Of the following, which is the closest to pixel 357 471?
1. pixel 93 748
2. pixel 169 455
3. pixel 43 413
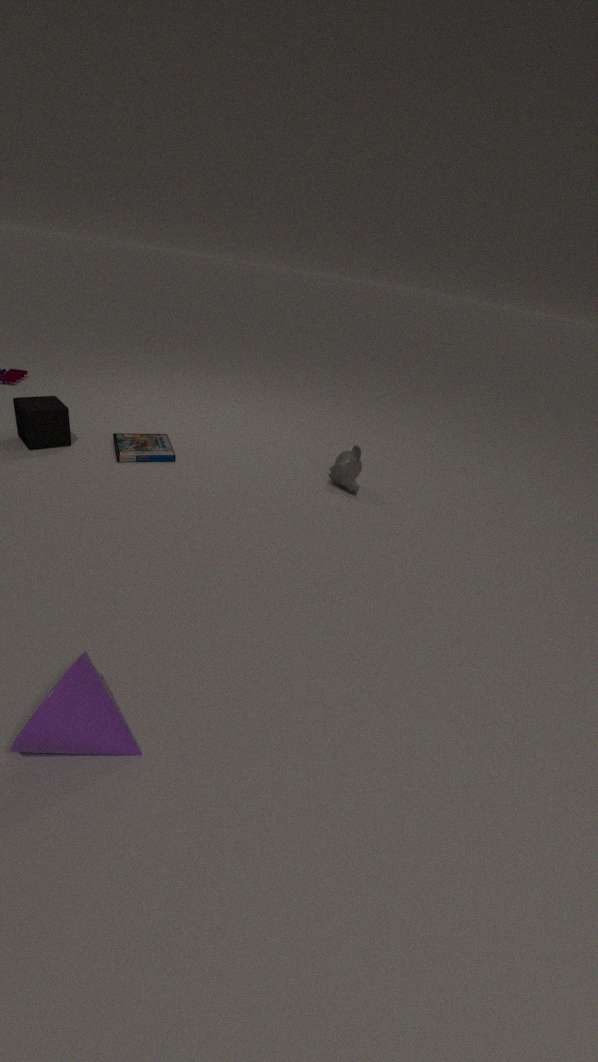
pixel 169 455
